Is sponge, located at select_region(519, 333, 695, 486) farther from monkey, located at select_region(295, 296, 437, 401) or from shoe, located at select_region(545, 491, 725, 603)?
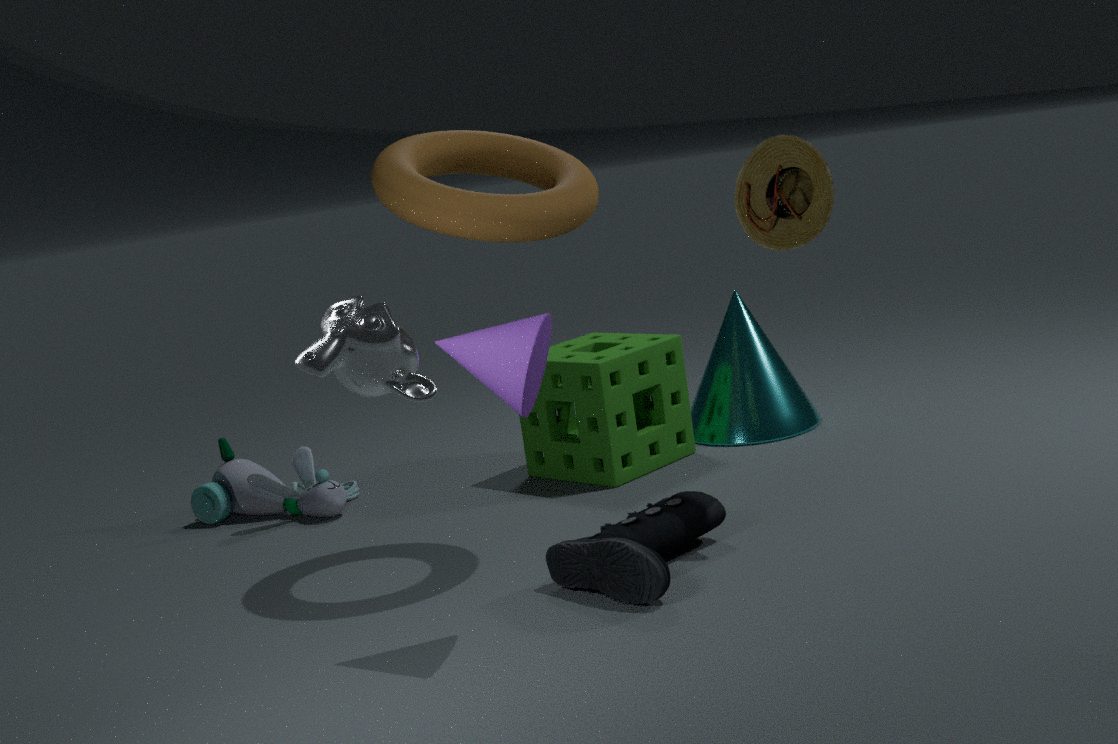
monkey, located at select_region(295, 296, 437, 401)
